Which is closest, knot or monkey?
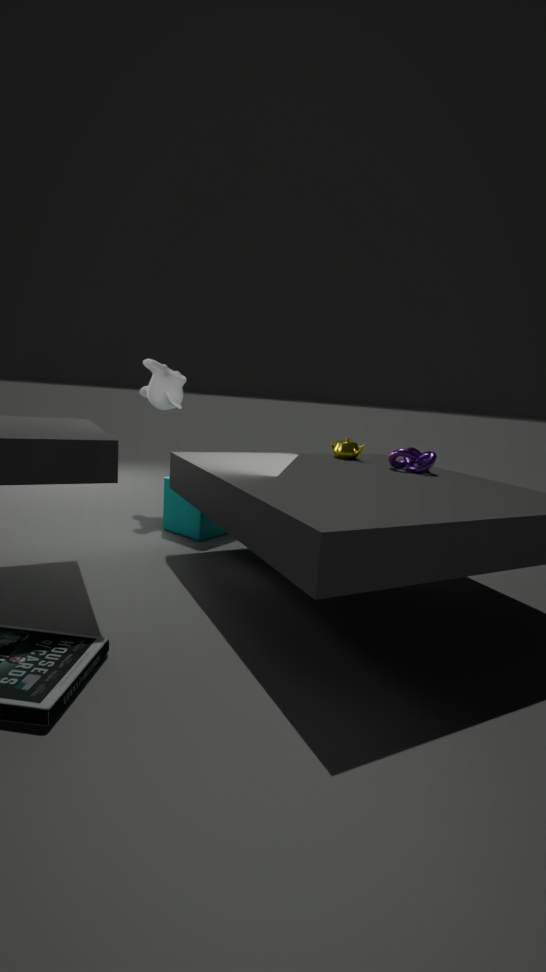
knot
